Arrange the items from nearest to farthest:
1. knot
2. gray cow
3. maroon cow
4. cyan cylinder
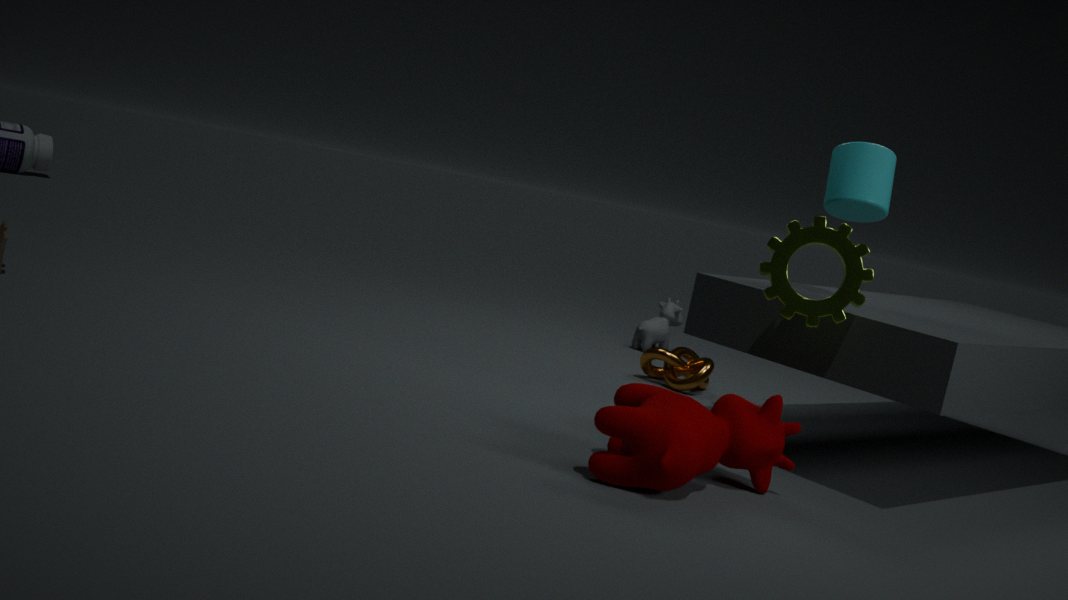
1. maroon cow
2. cyan cylinder
3. knot
4. gray cow
